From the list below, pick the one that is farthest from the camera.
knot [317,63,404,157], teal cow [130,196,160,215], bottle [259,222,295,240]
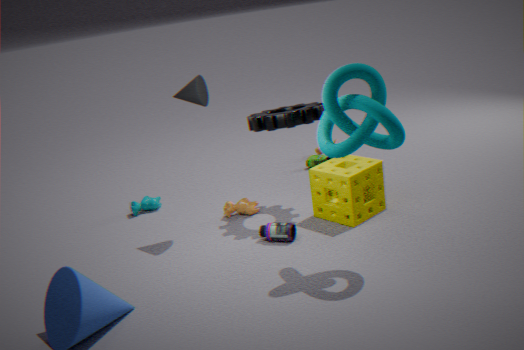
teal cow [130,196,160,215]
